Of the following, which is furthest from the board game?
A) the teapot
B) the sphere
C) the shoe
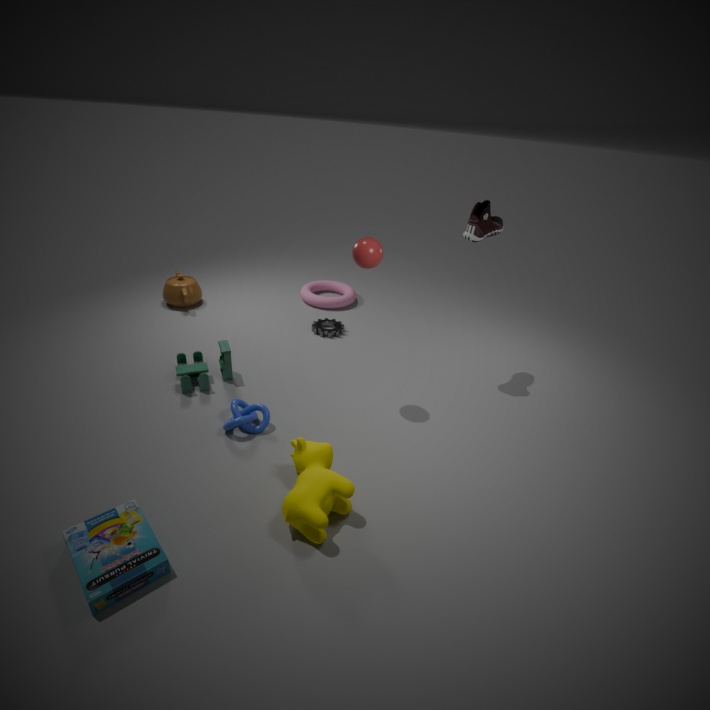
the shoe
